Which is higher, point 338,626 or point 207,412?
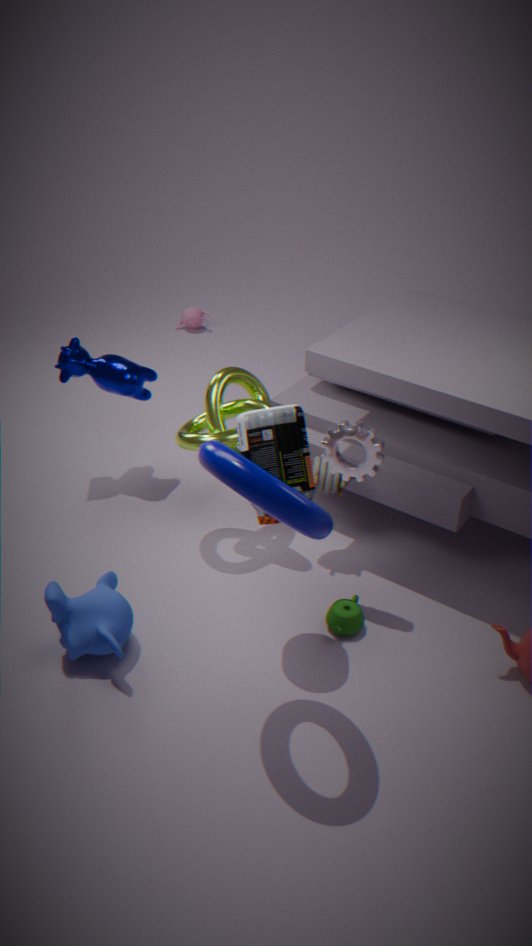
point 207,412
